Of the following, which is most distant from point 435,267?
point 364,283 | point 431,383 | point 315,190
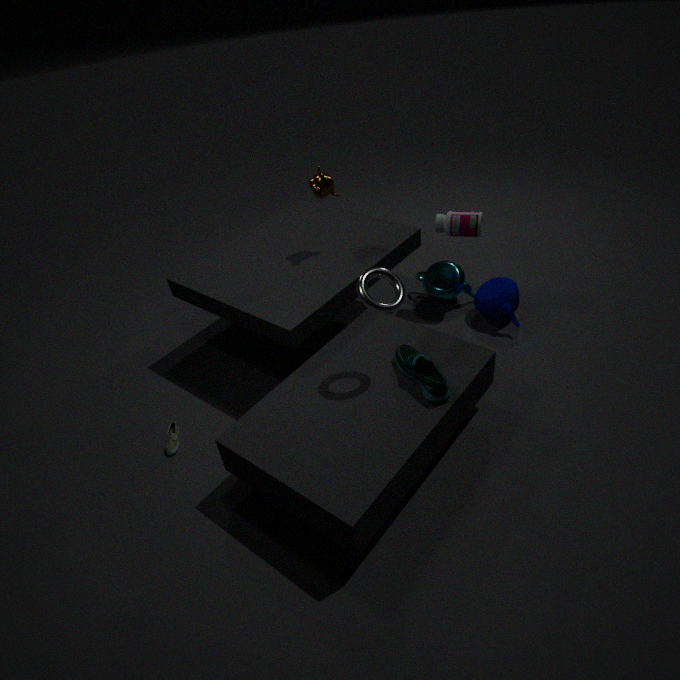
point 364,283
